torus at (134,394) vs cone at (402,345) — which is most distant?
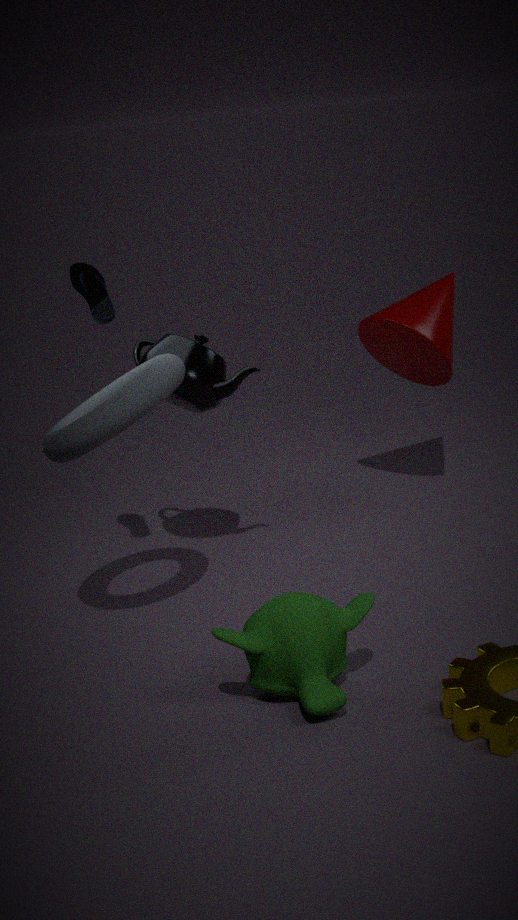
cone at (402,345)
